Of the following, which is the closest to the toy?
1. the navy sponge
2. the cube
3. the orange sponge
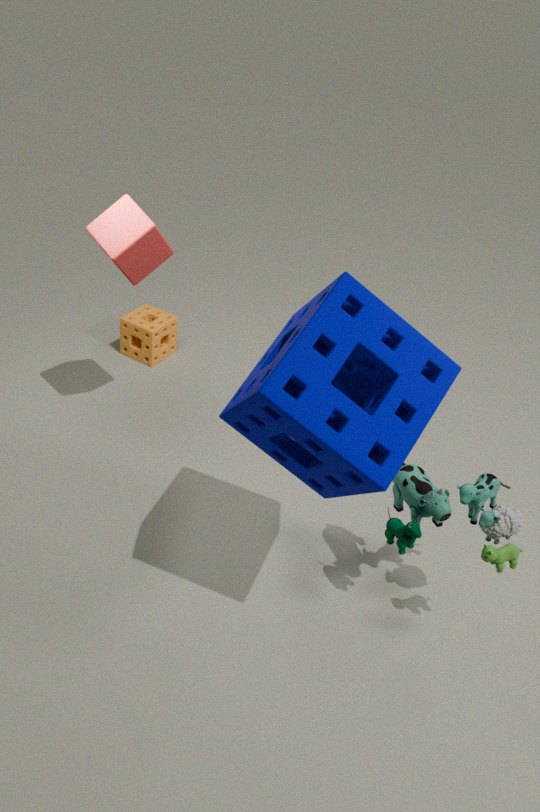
the navy sponge
